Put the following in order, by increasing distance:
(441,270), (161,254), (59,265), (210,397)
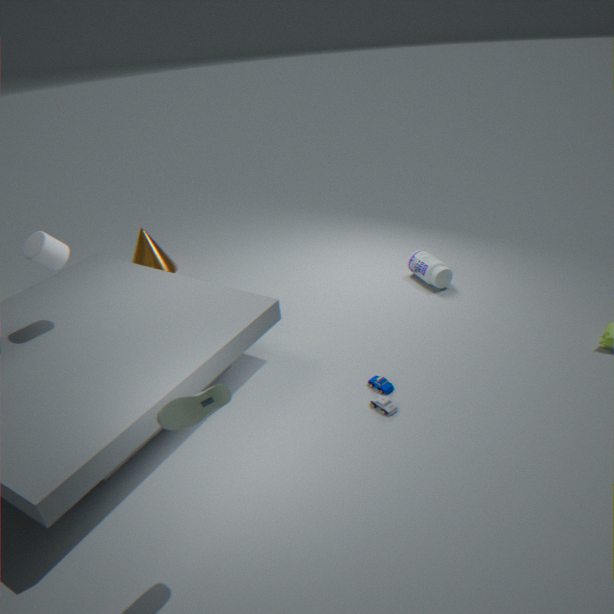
(210,397)
(59,265)
(441,270)
(161,254)
